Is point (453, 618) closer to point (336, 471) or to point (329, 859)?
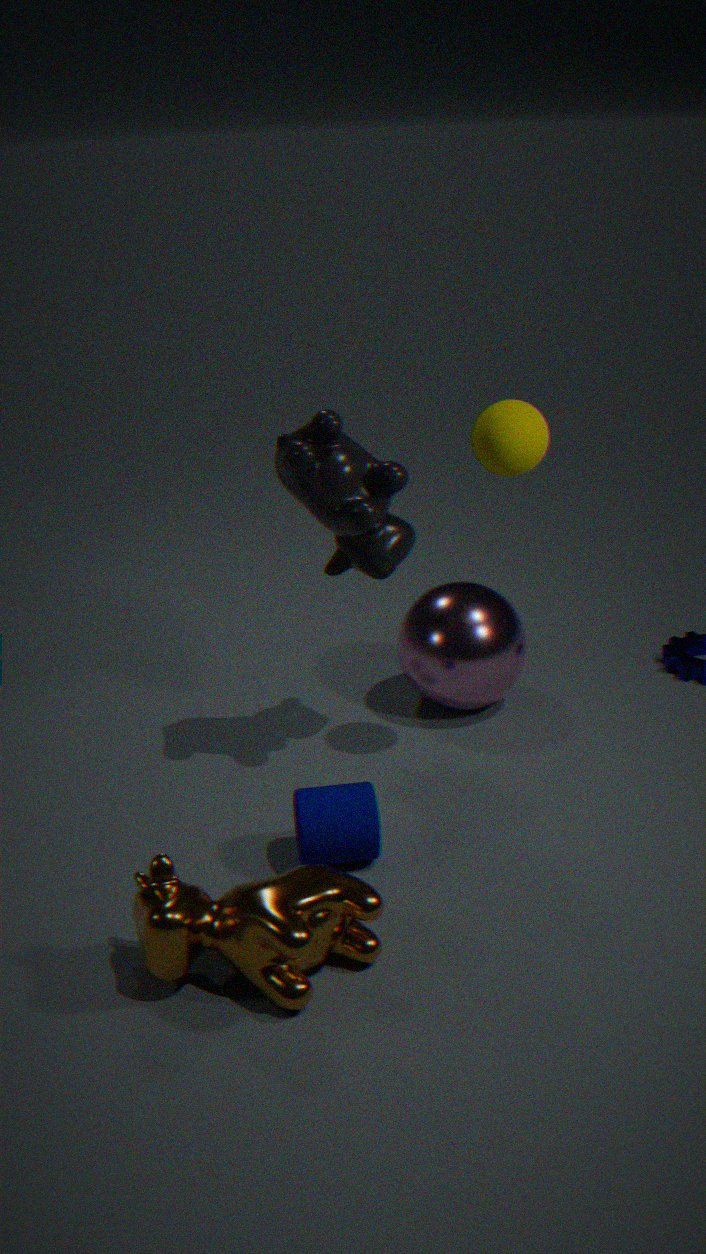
point (336, 471)
